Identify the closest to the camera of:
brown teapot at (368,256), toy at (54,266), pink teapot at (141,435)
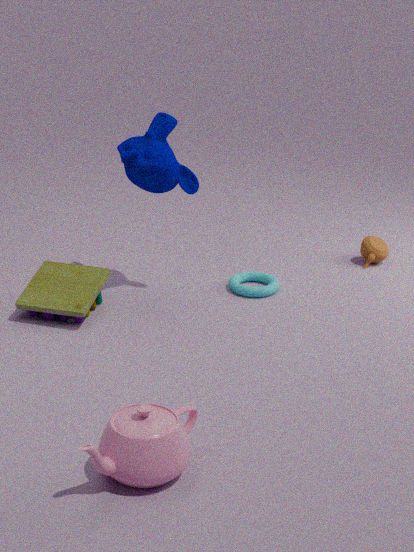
pink teapot at (141,435)
